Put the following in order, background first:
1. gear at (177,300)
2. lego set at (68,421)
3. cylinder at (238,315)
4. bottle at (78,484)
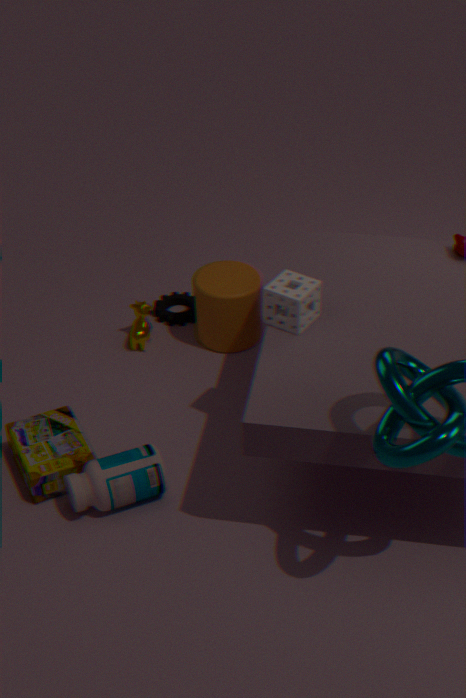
gear at (177,300) → cylinder at (238,315) → lego set at (68,421) → bottle at (78,484)
